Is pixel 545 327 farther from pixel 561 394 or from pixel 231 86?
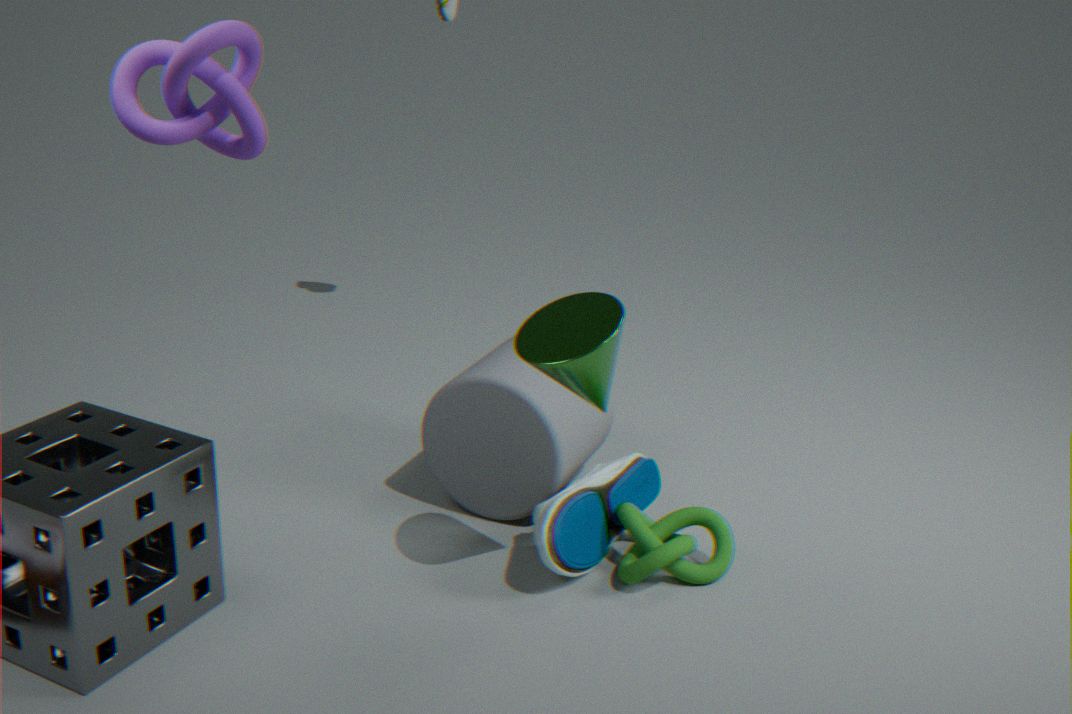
pixel 231 86
